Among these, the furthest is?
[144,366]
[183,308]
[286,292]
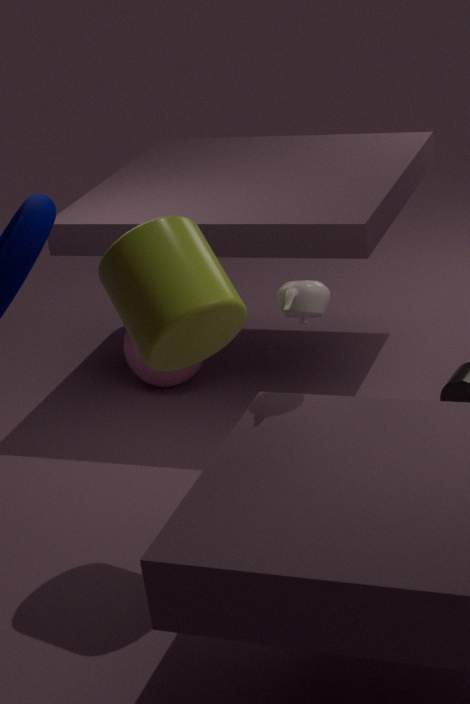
[144,366]
